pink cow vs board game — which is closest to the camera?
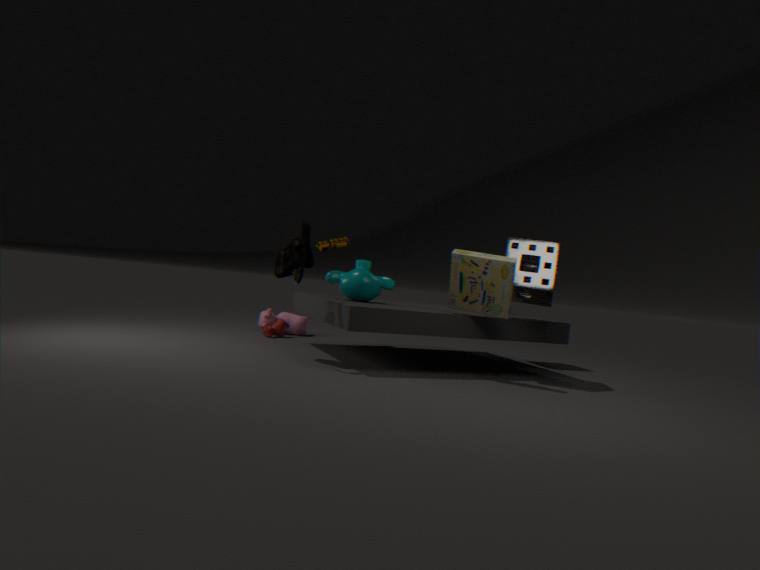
board game
